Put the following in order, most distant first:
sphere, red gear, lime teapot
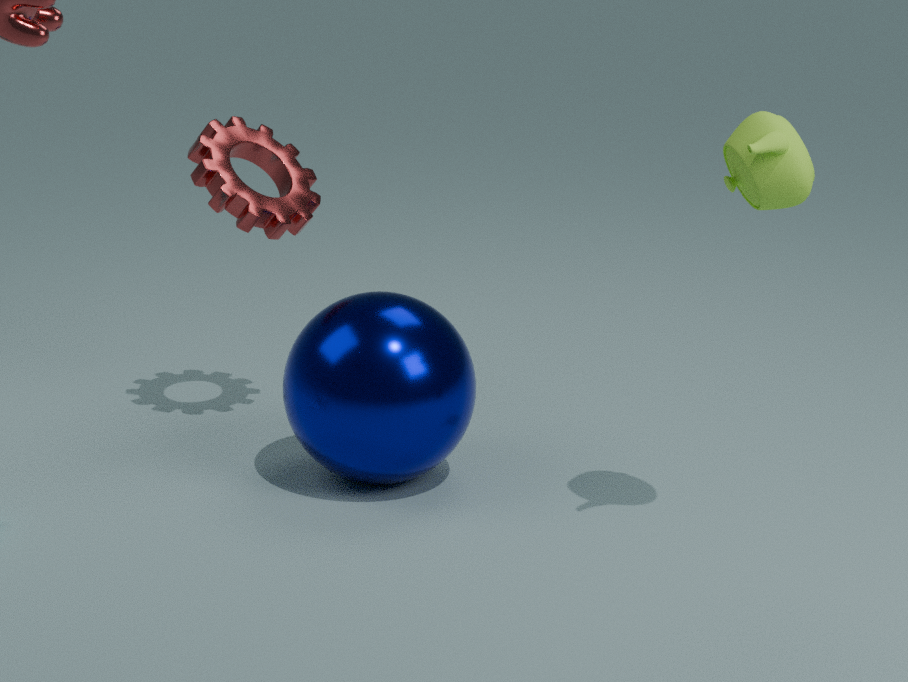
1. red gear
2. sphere
3. lime teapot
